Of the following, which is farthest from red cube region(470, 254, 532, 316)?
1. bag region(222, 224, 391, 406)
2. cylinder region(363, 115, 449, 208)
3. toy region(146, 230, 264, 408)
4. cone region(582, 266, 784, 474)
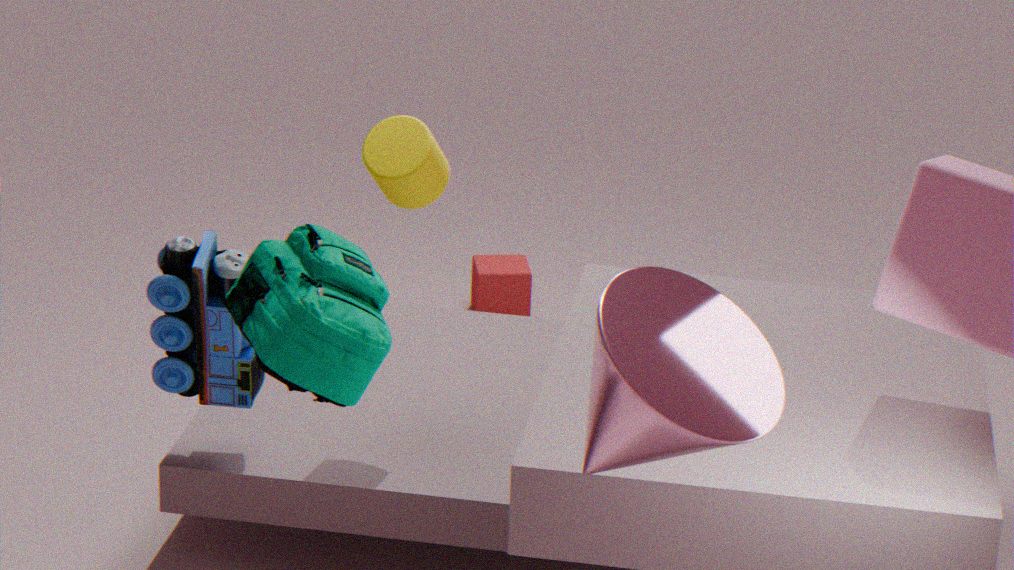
cone region(582, 266, 784, 474)
